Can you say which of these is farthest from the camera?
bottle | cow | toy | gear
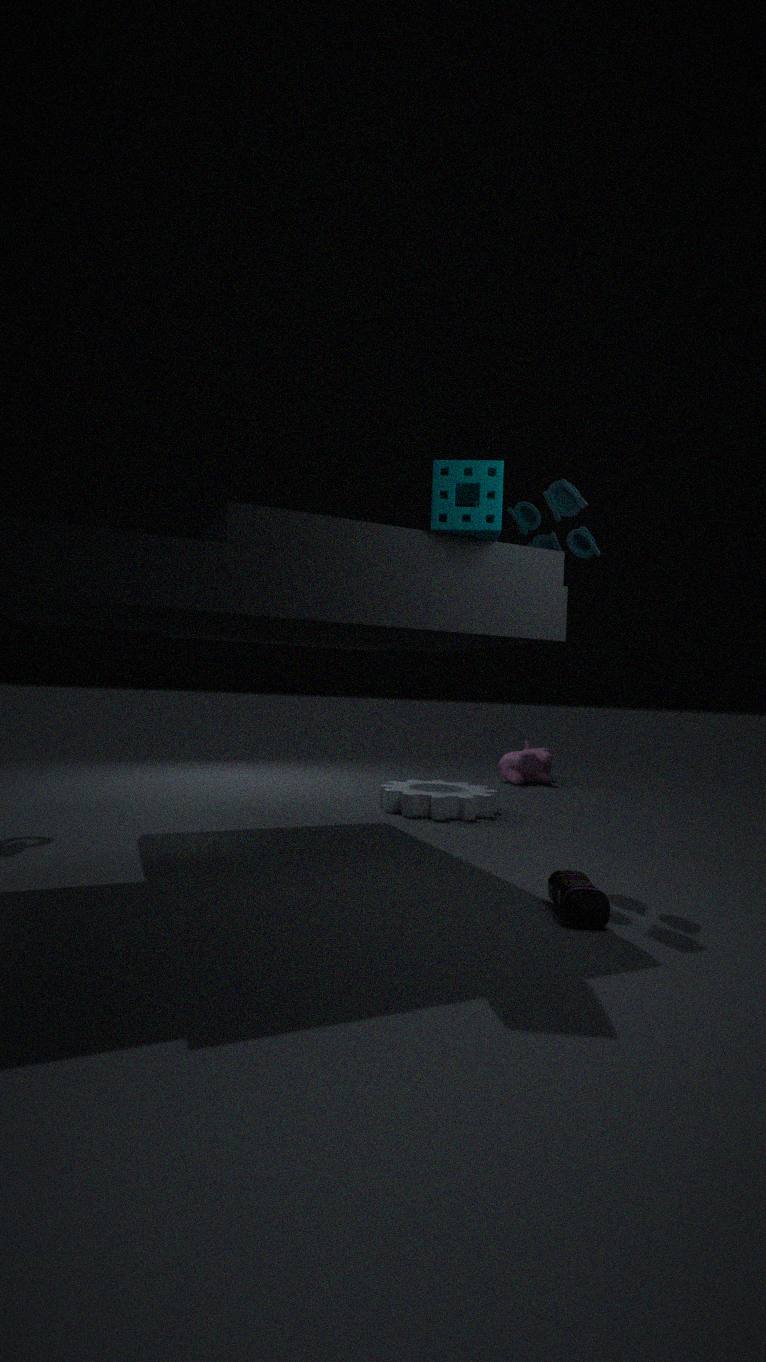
cow
